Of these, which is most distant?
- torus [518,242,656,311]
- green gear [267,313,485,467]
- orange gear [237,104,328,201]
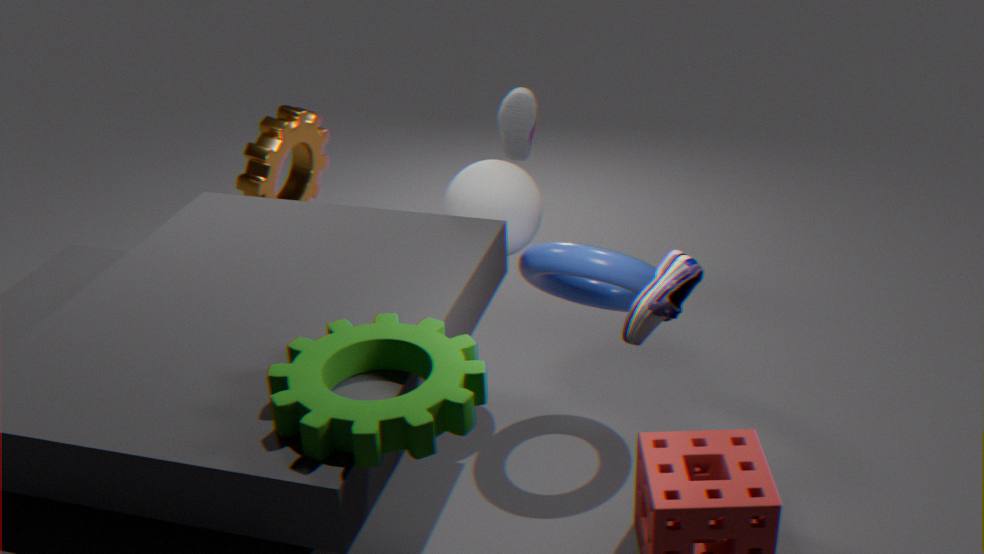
Result: orange gear [237,104,328,201]
